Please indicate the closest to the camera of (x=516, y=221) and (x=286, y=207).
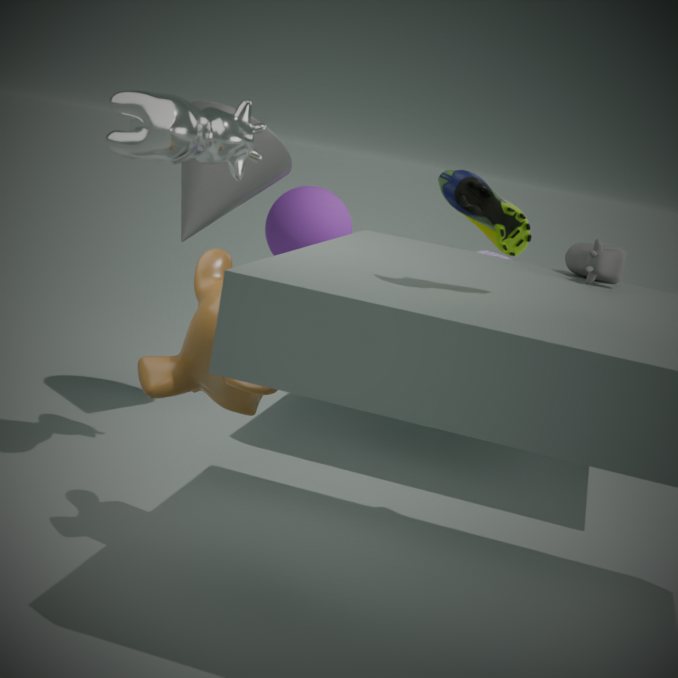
(x=516, y=221)
